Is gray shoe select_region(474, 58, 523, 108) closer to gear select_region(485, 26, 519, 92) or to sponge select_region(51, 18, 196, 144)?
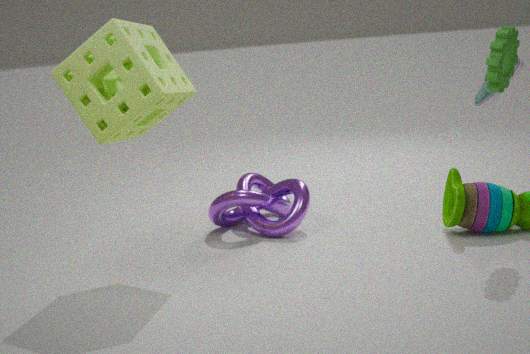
gear select_region(485, 26, 519, 92)
